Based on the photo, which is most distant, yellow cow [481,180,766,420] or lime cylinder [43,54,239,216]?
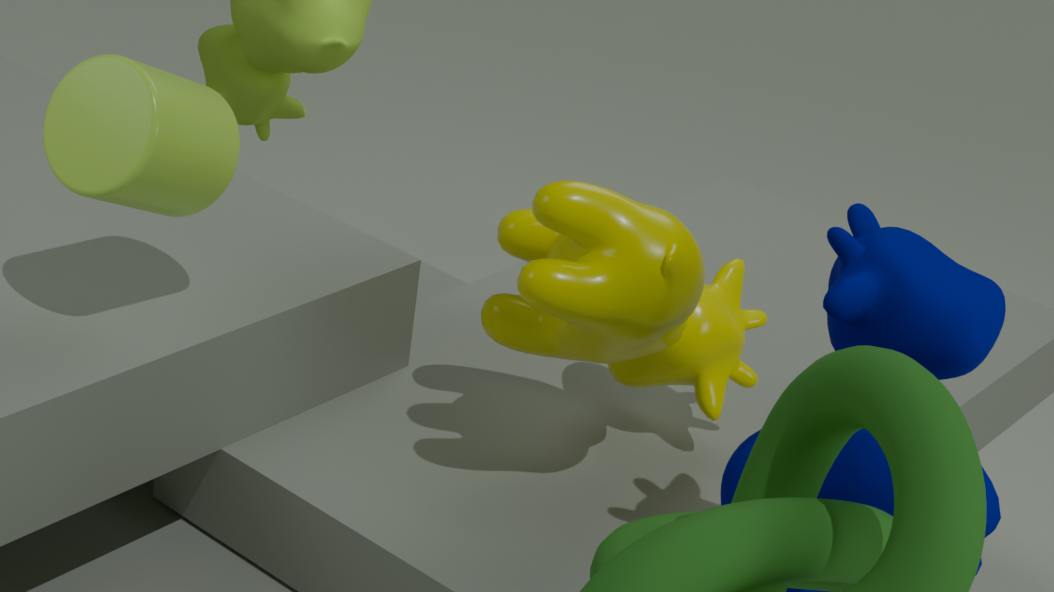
yellow cow [481,180,766,420]
